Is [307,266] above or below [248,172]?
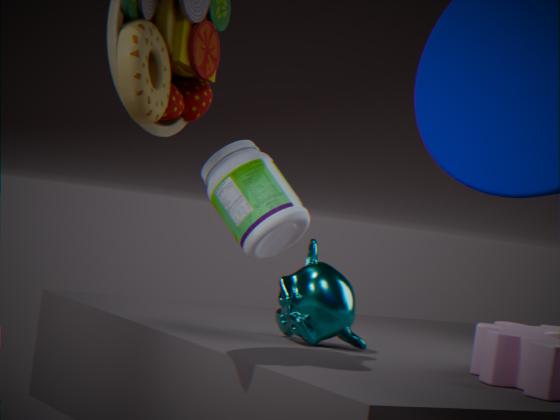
below
